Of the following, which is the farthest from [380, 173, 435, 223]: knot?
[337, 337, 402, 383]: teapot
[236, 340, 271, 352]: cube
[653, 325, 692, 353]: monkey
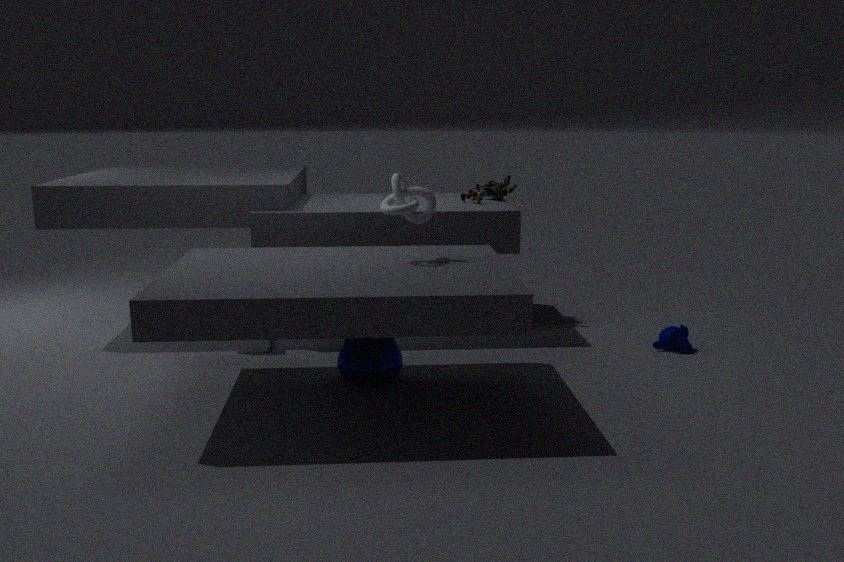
[653, 325, 692, 353]: monkey
